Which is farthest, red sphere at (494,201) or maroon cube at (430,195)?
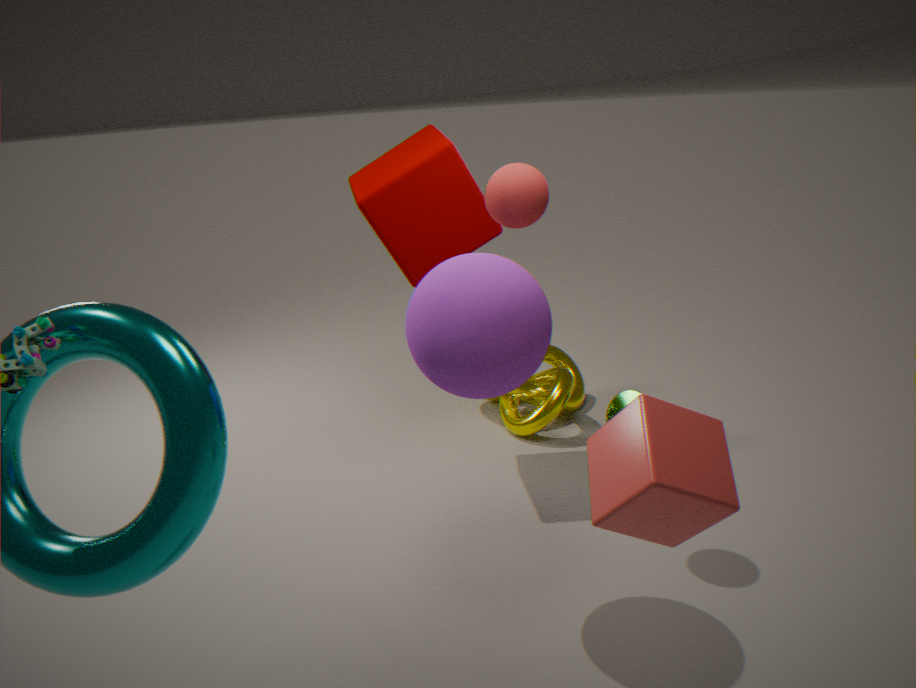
maroon cube at (430,195)
